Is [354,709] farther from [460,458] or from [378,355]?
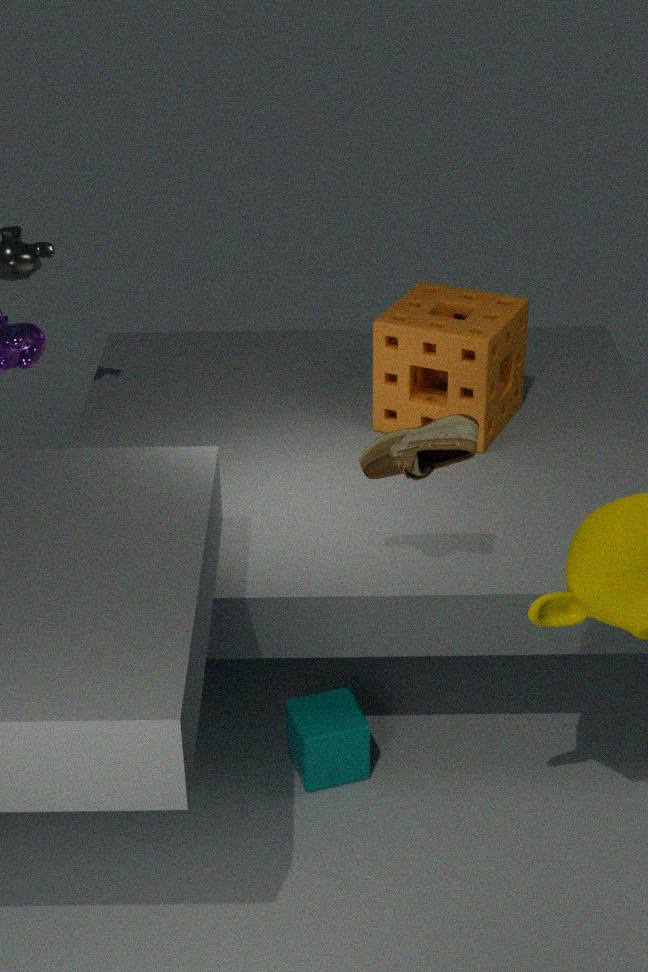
[378,355]
